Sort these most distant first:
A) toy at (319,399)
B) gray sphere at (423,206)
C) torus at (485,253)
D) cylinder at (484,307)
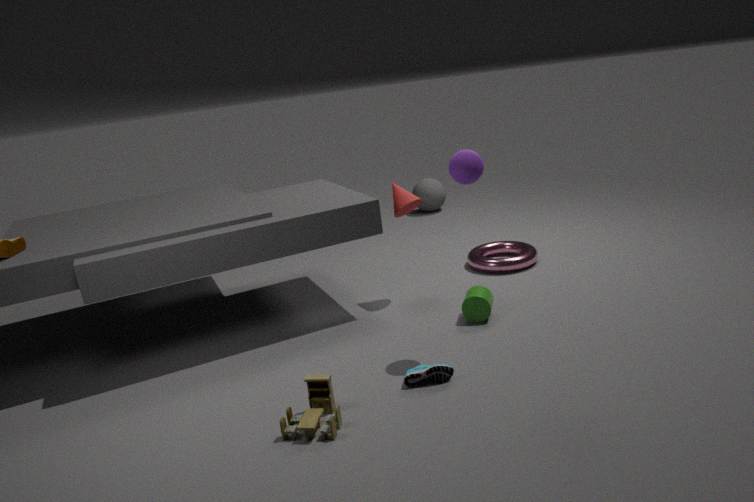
gray sphere at (423,206) → torus at (485,253) → cylinder at (484,307) → toy at (319,399)
